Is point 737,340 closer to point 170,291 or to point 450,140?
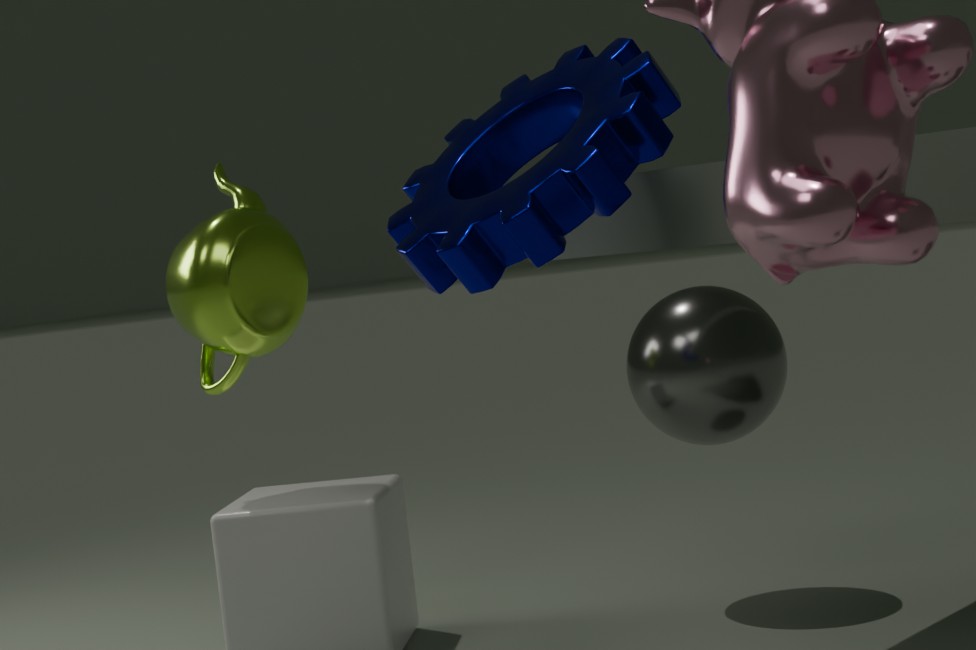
point 450,140
